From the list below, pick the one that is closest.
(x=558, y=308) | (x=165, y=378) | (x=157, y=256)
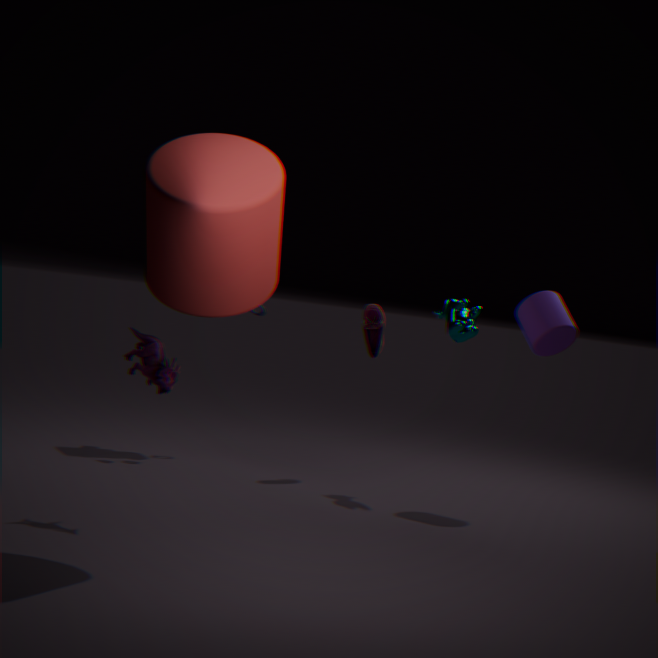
(x=157, y=256)
